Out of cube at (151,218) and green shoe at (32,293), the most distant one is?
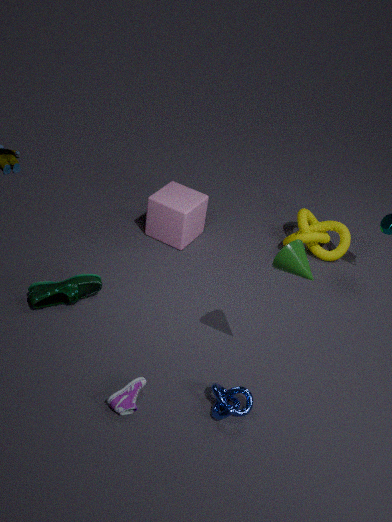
cube at (151,218)
